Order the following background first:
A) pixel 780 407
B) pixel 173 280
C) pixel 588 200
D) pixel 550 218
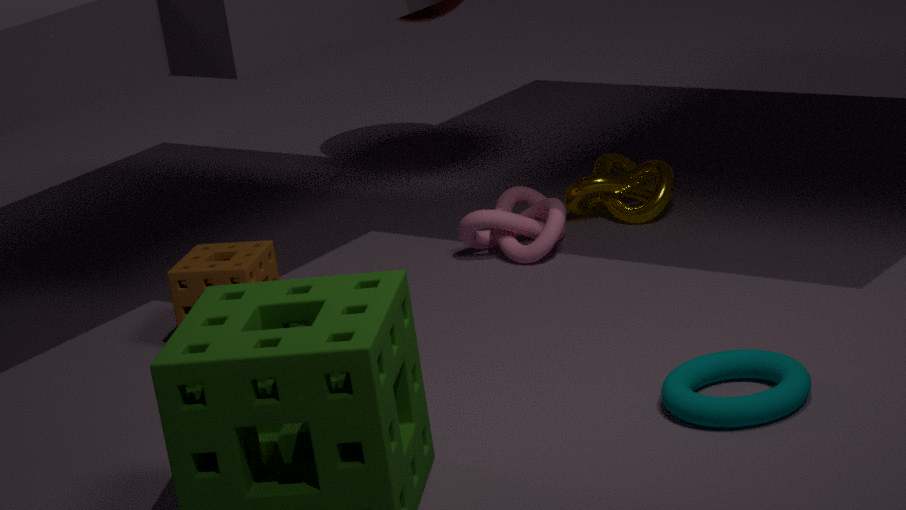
pixel 588 200 < pixel 550 218 < pixel 173 280 < pixel 780 407
